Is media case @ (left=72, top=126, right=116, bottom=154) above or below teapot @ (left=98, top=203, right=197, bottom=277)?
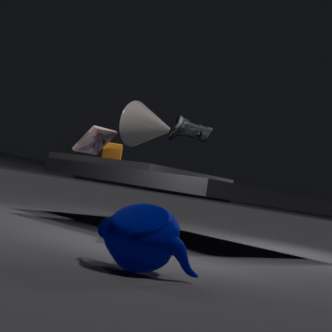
above
